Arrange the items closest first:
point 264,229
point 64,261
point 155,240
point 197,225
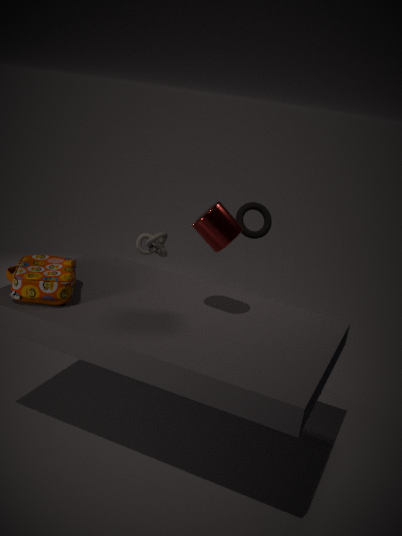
1. point 197,225
2. point 64,261
3. point 264,229
4. point 155,240
